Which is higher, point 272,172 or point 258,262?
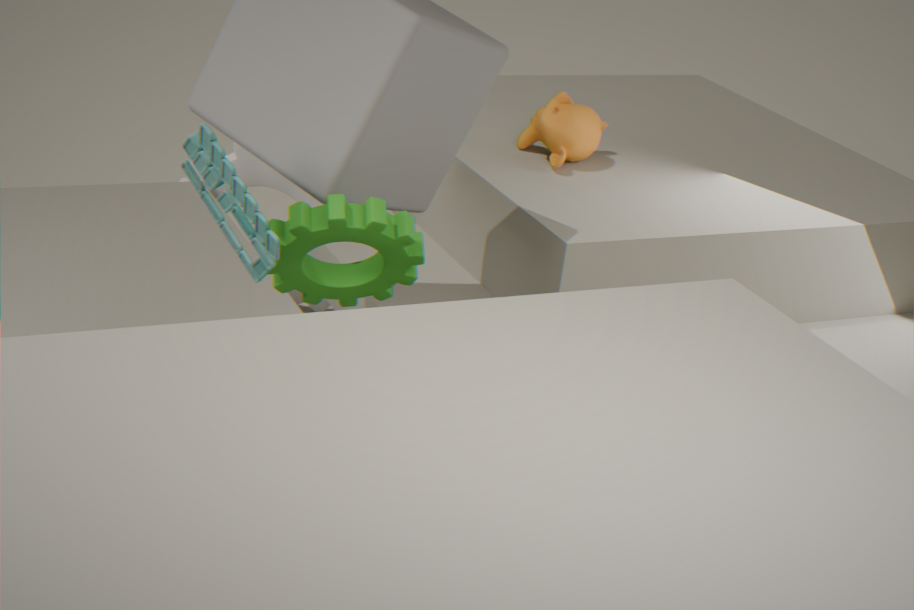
point 258,262
